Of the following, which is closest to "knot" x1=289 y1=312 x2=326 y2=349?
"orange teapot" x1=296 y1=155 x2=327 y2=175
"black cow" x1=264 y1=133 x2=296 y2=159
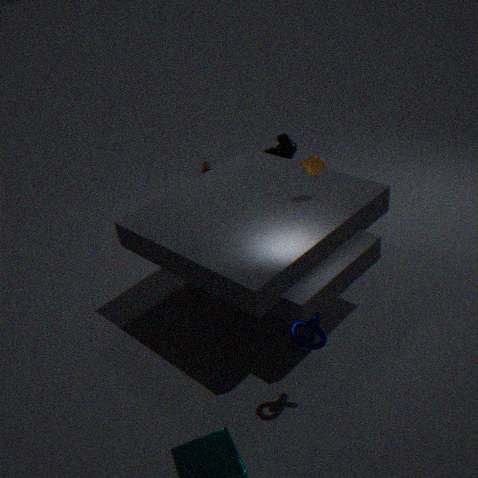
"orange teapot" x1=296 y1=155 x2=327 y2=175
